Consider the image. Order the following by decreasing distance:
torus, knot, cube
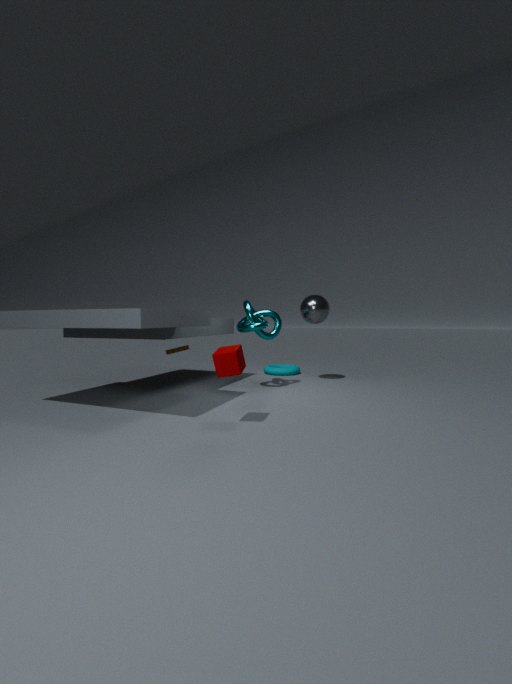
torus < knot < cube
